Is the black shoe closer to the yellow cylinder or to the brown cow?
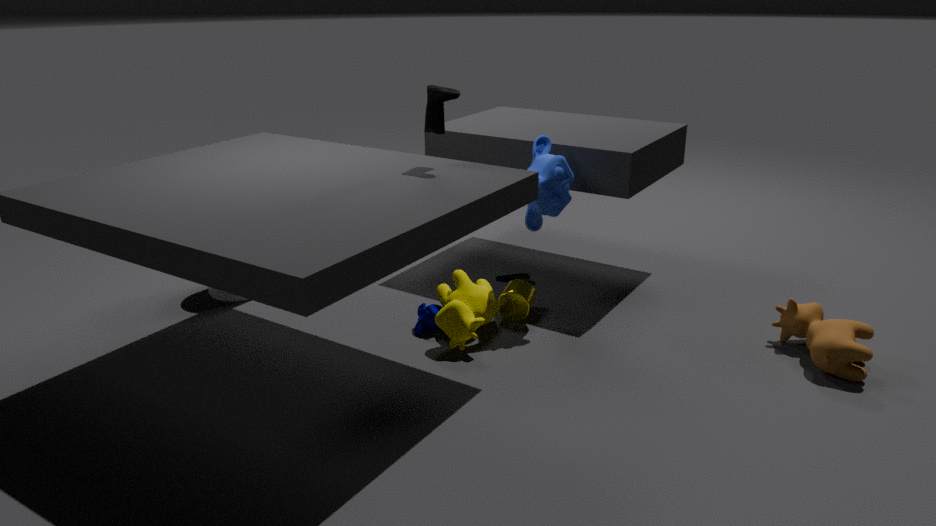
the yellow cylinder
